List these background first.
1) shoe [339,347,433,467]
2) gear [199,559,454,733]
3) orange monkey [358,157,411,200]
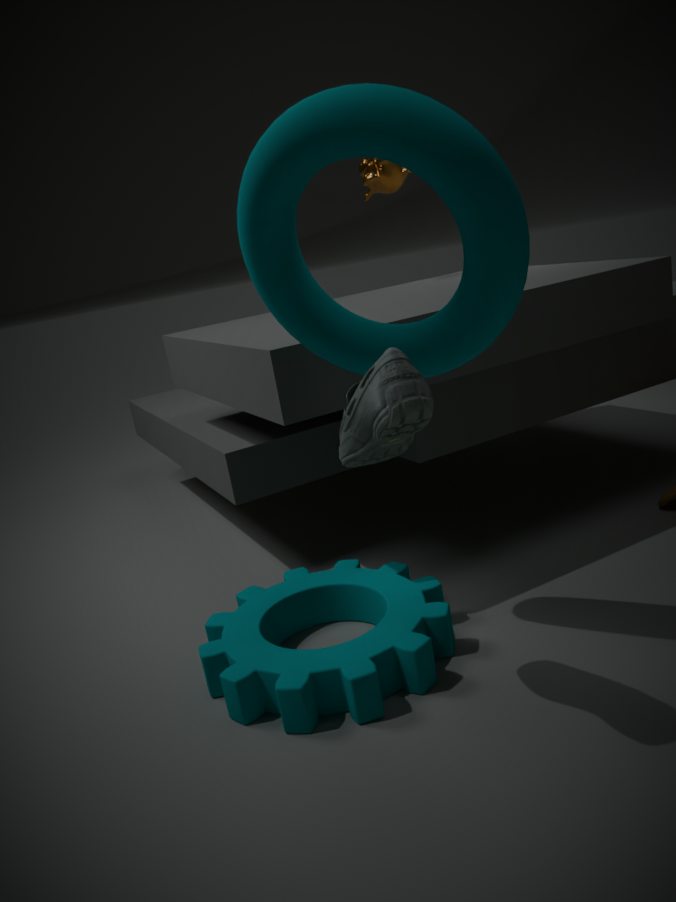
3. orange monkey [358,157,411,200], 2. gear [199,559,454,733], 1. shoe [339,347,433,467]
